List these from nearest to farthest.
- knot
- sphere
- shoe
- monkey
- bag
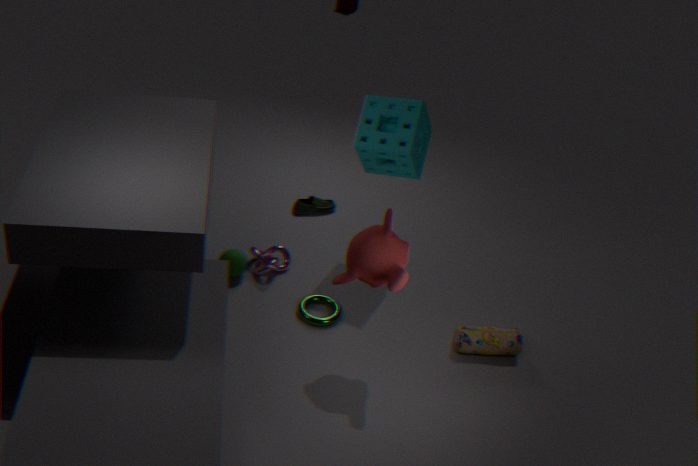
monkey, bag, sphere, knot, shoe
